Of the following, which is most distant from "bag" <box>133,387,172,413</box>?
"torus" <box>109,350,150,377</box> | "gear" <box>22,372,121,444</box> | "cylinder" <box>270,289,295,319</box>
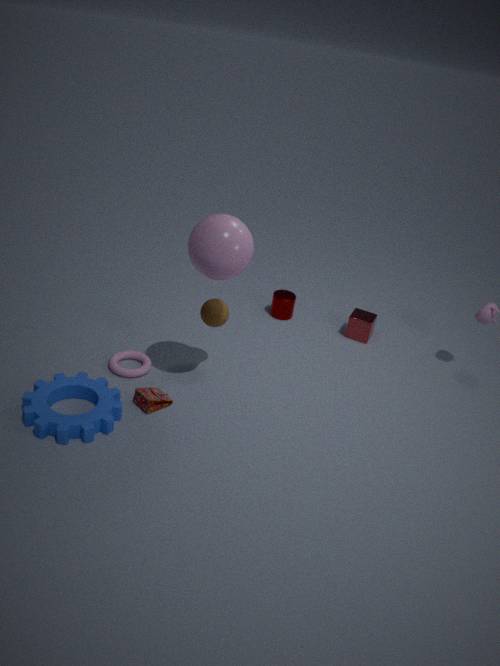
"cylinder" <box>270,289,295,319</box>
